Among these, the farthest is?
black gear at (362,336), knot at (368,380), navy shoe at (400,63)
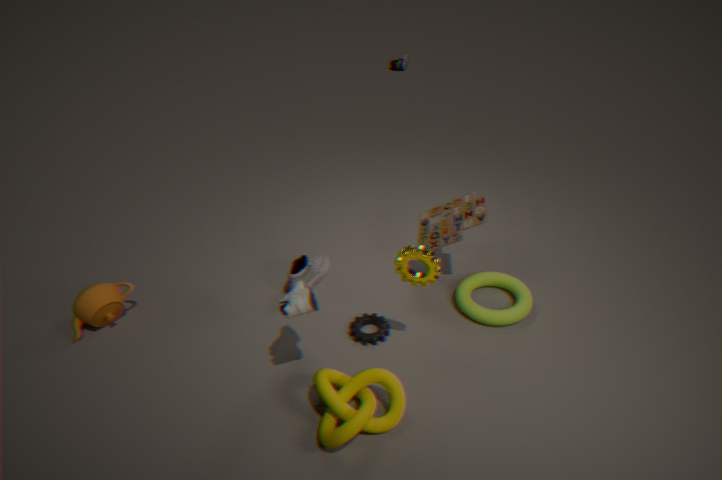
navy shoe at (400,63)
